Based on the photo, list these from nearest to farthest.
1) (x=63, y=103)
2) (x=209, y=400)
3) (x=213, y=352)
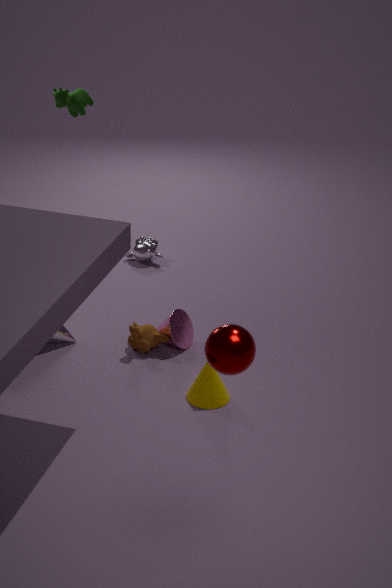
1. 3. (x=213, y=352)
2. 2. (x=209, y=400)
3. 1. (x=63, y=103)
